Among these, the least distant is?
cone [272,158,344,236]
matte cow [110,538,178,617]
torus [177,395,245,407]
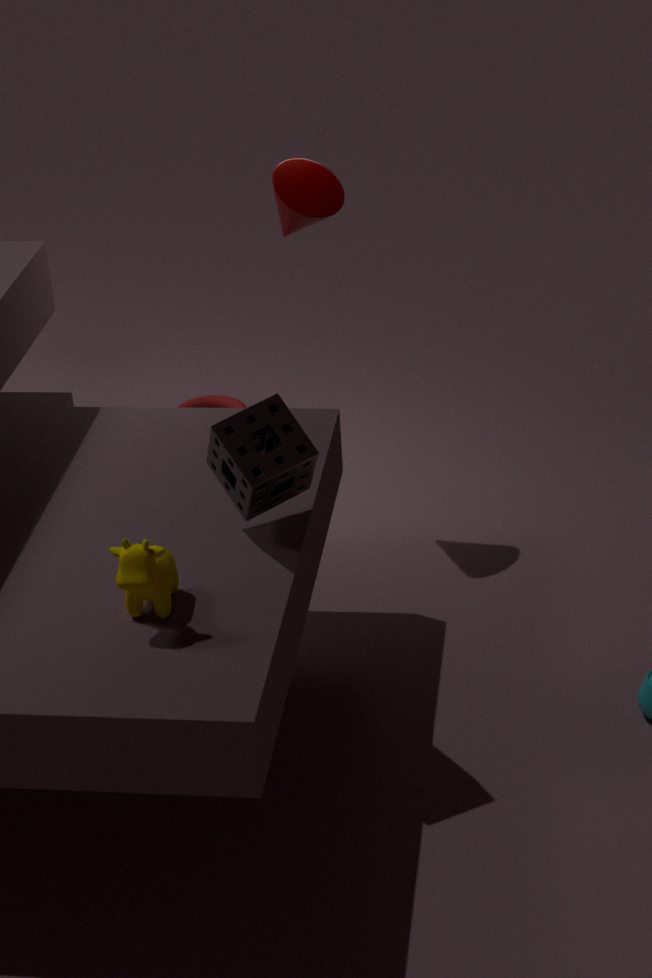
matte cow [110,538,178,617]
